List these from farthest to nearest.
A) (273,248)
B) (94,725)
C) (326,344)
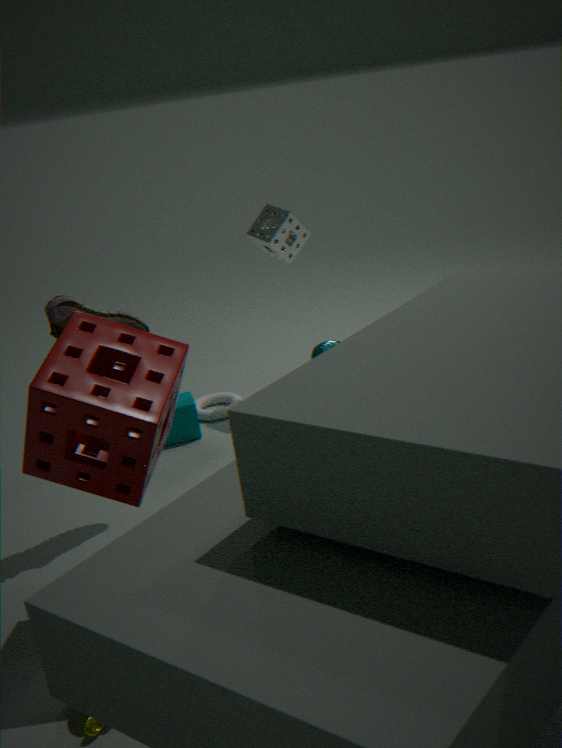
1. (273,248)
2. (326,344)
3. (94,725)
